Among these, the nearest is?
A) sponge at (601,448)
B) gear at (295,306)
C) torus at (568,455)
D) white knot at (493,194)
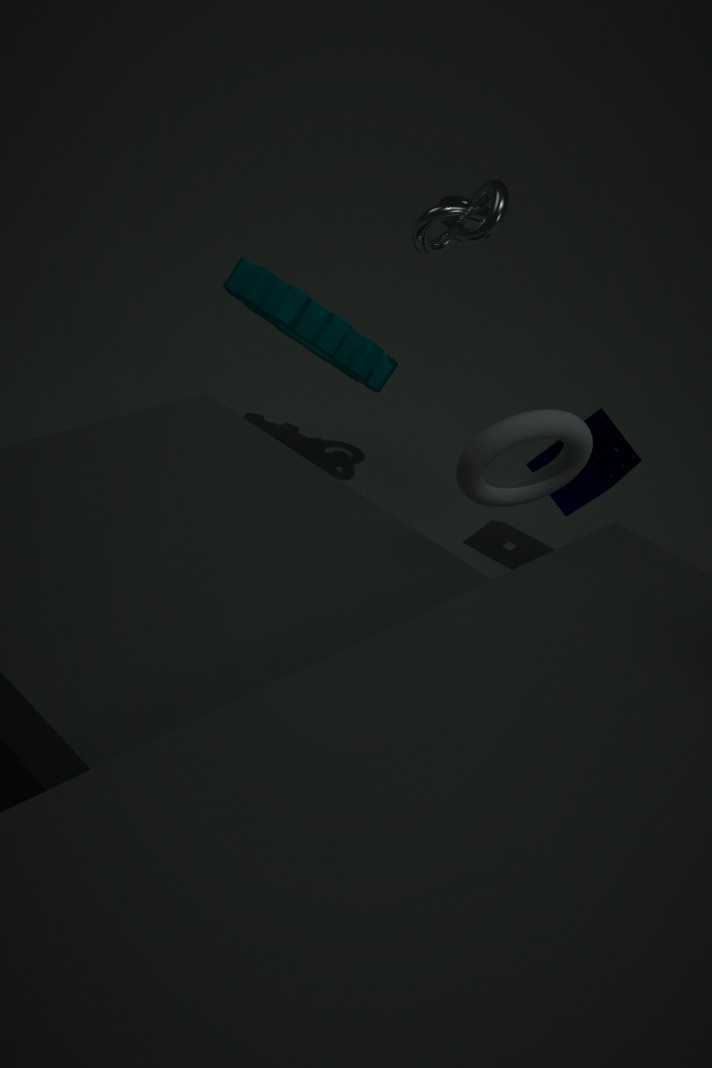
torus at (568,455)
